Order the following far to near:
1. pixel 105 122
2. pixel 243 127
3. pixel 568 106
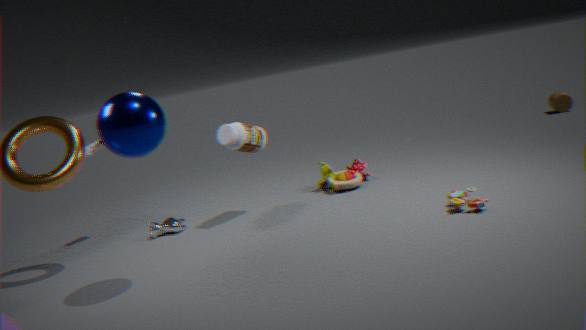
1. pixel 568 106
2. pixel 243 127
3. pixel 105 122
